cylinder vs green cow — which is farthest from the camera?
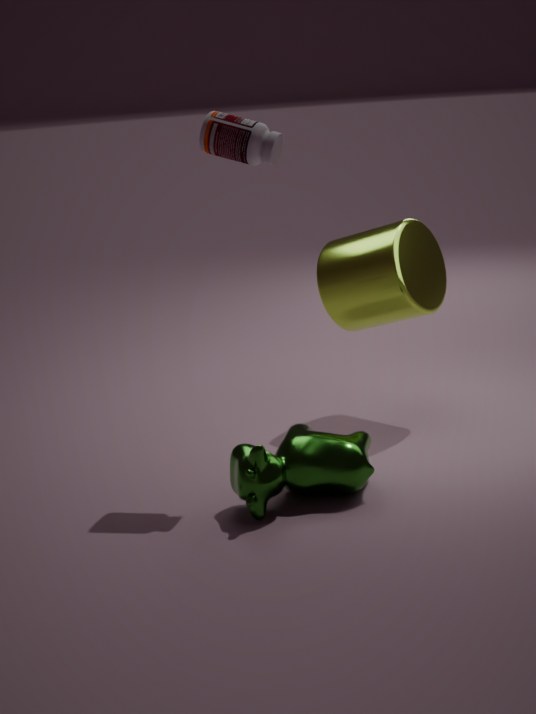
cylinder
